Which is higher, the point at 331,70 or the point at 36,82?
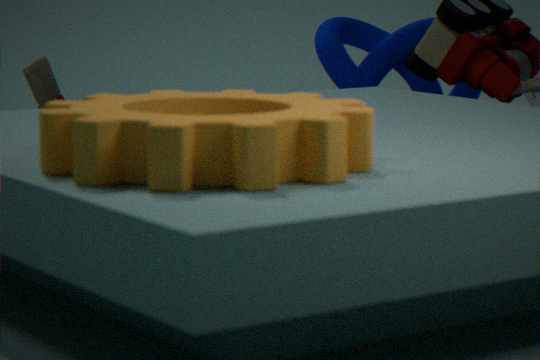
the point at 331,70
